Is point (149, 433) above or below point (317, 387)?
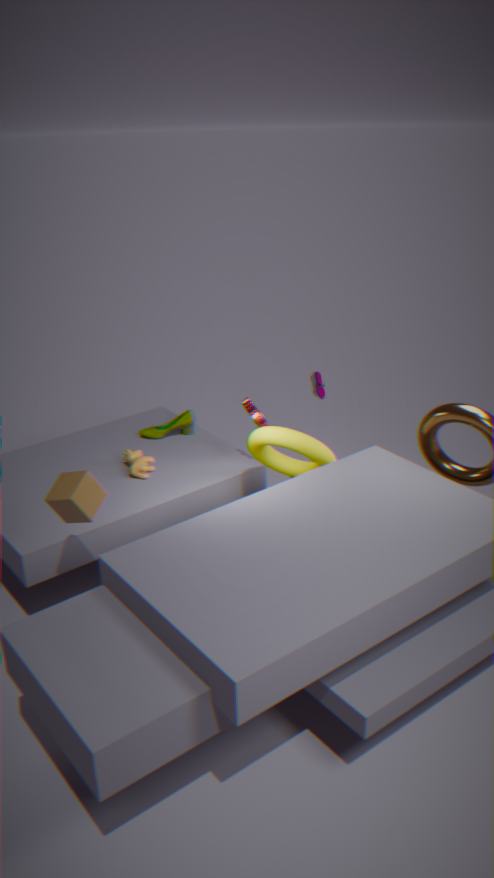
below
